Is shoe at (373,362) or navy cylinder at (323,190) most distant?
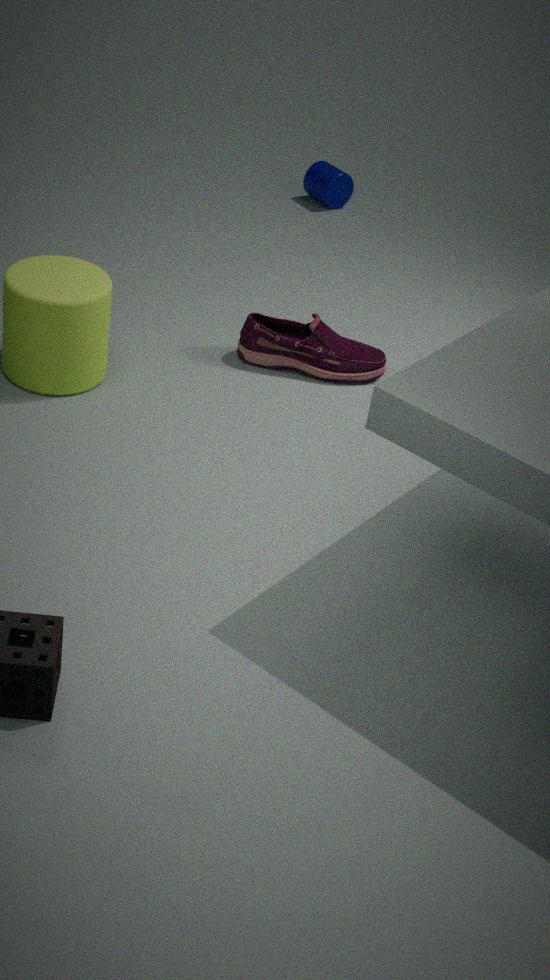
navy cylinder at (323,190)
